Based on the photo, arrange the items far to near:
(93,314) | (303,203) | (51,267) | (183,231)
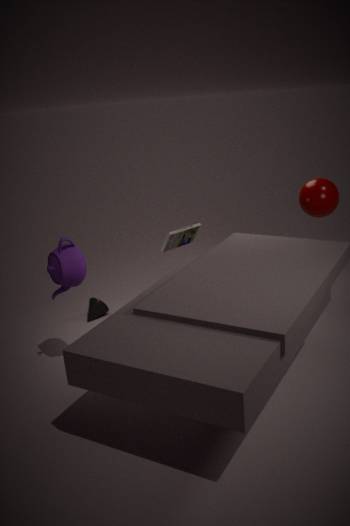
(93,314) < (303,203) < (183,231) < (51,267)
